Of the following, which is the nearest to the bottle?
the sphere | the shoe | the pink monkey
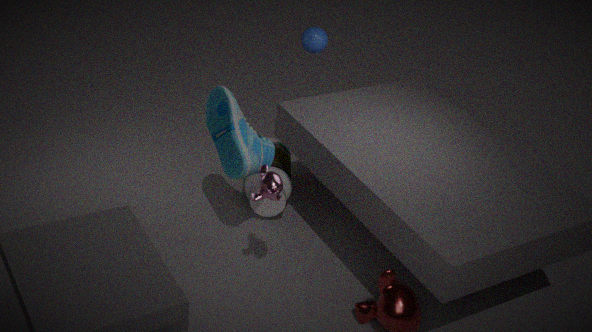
the shoe
